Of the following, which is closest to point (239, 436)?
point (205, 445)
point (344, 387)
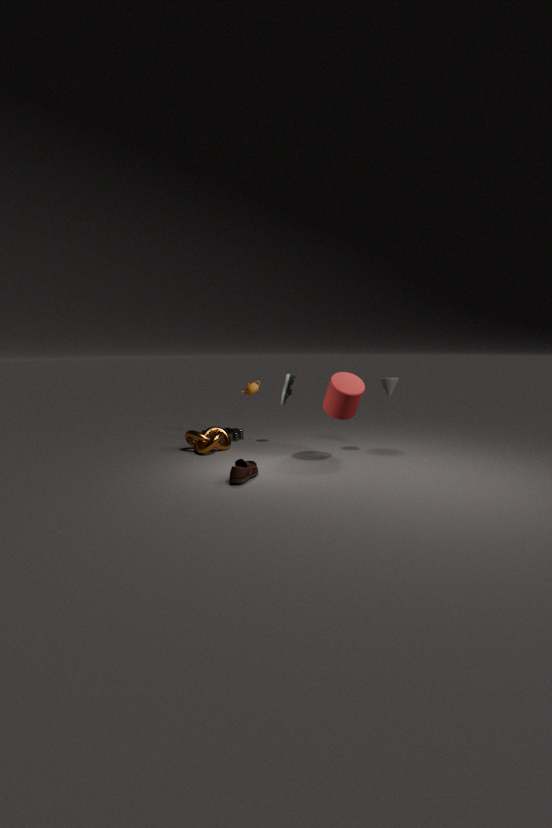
point (205, 445)
